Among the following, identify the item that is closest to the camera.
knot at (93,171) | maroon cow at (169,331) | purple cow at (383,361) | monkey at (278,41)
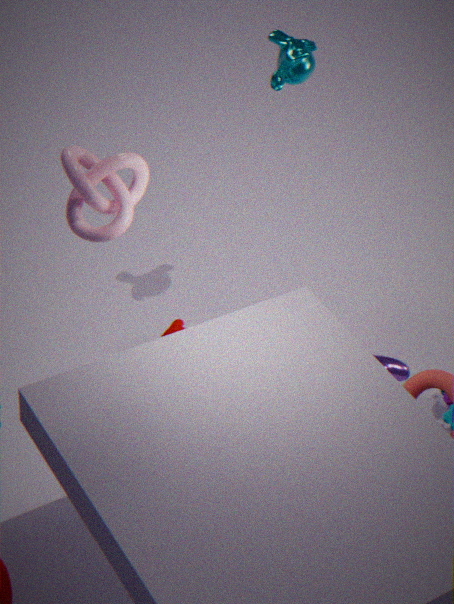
knot at (93,171)
